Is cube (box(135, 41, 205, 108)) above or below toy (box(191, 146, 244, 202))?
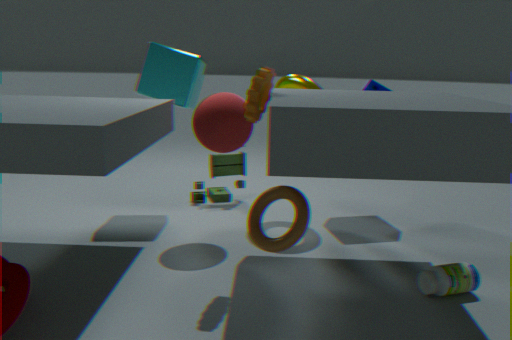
above
